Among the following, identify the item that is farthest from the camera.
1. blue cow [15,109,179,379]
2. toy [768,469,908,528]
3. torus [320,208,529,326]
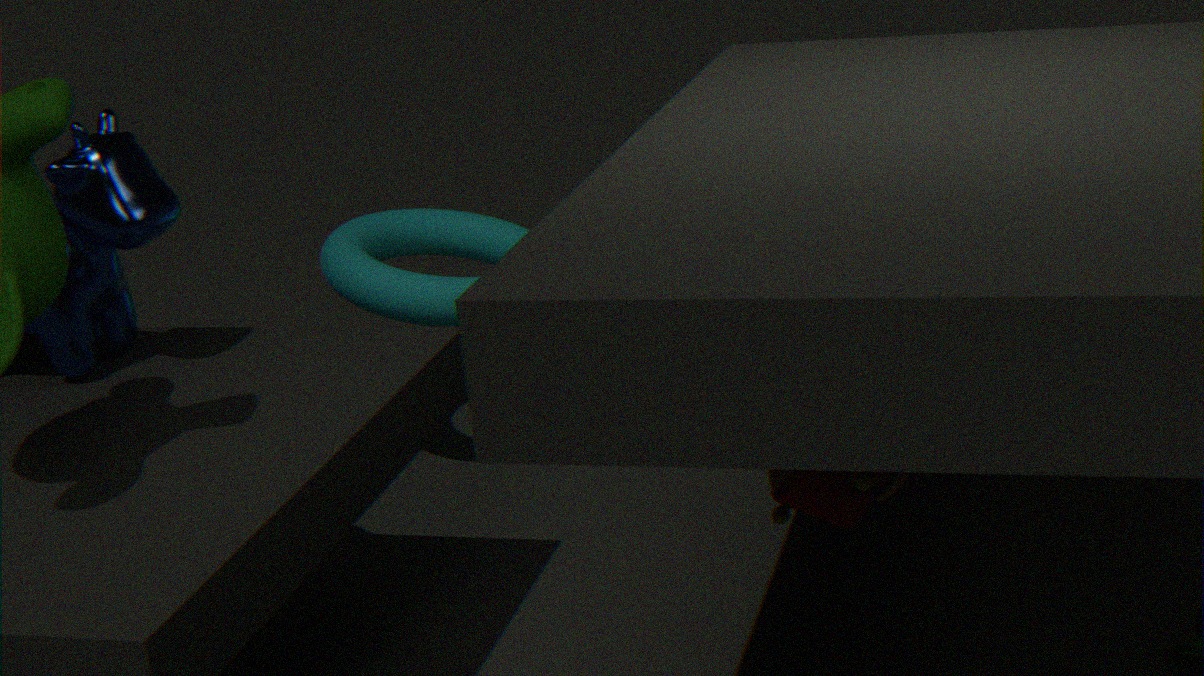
torus [320,208,529,326]
